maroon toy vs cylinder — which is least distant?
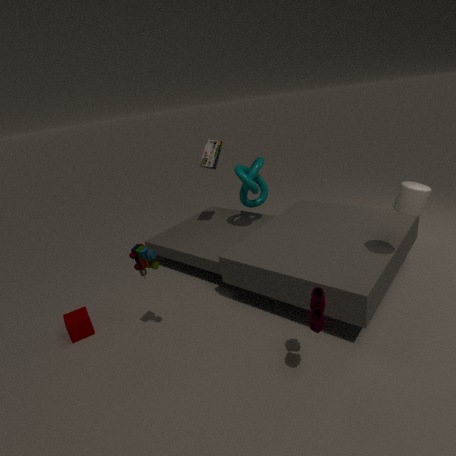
maroon toy
